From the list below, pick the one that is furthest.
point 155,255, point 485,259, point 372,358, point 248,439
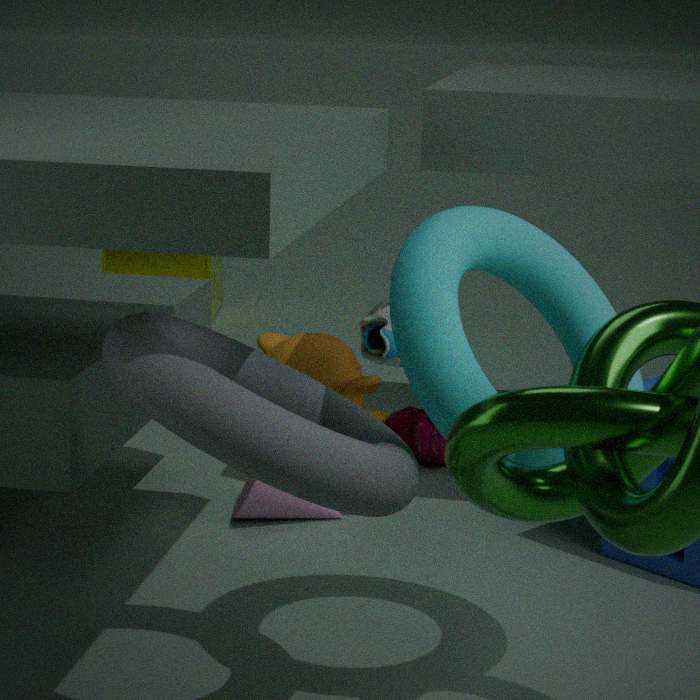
point 155,255
